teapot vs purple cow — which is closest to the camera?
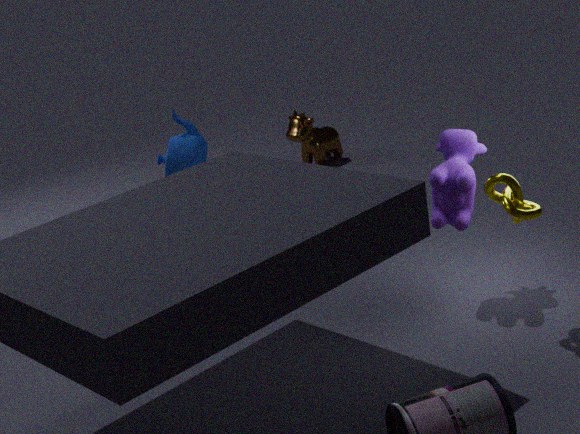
purple cow
